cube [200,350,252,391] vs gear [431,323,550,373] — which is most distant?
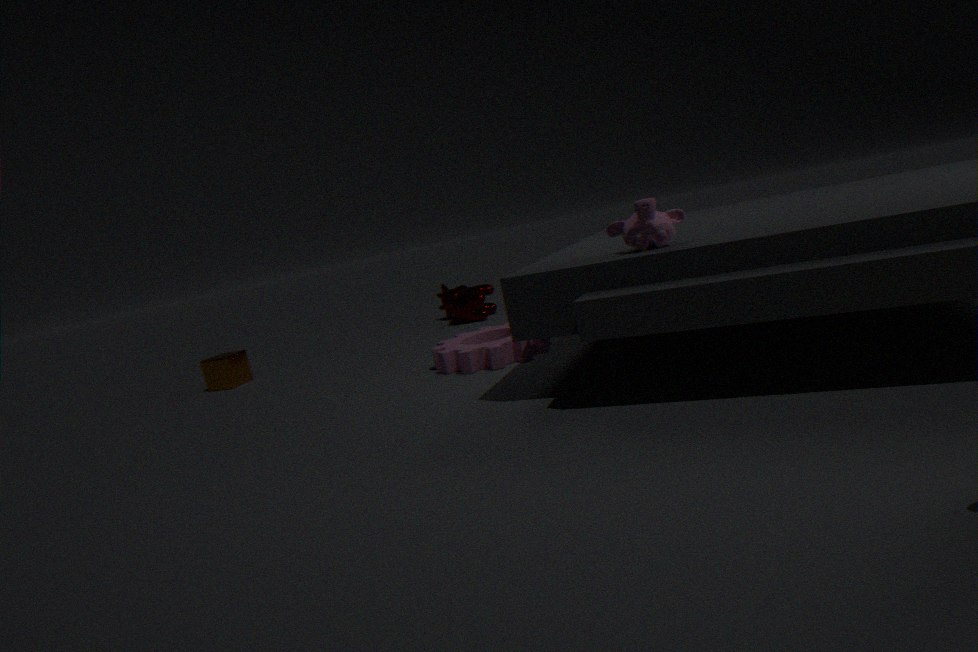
cube [200,350,252,391]
